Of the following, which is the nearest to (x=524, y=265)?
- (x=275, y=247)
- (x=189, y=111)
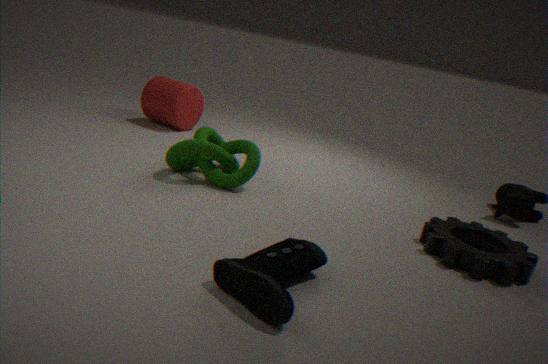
(x=275, y=247)
